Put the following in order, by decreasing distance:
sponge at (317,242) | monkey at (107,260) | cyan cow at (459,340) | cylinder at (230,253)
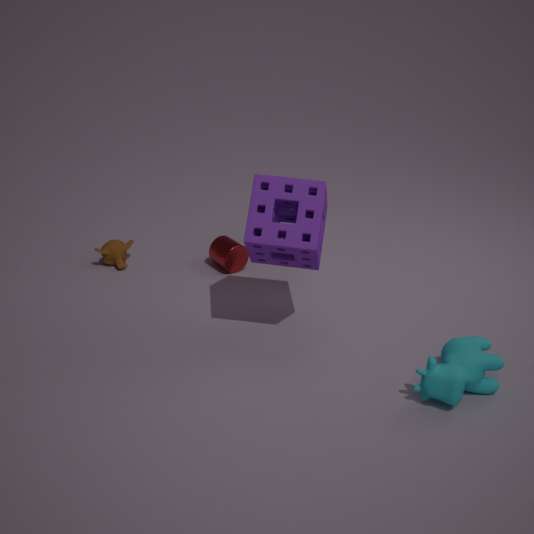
monkey at (107,260), cylinder at (230,253), sponge at (317,242), cyan cow at (459,340)
